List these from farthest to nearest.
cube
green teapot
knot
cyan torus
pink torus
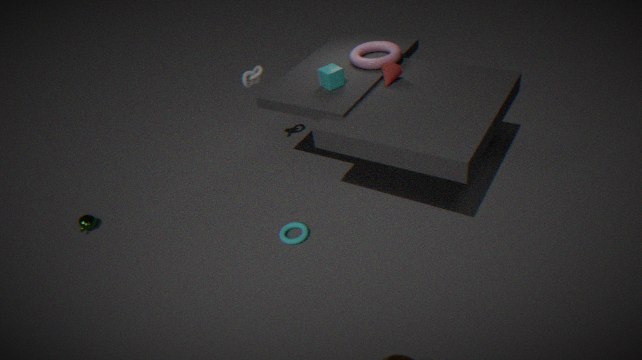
knot → green teapot → pink torus → cube → cyan torus
